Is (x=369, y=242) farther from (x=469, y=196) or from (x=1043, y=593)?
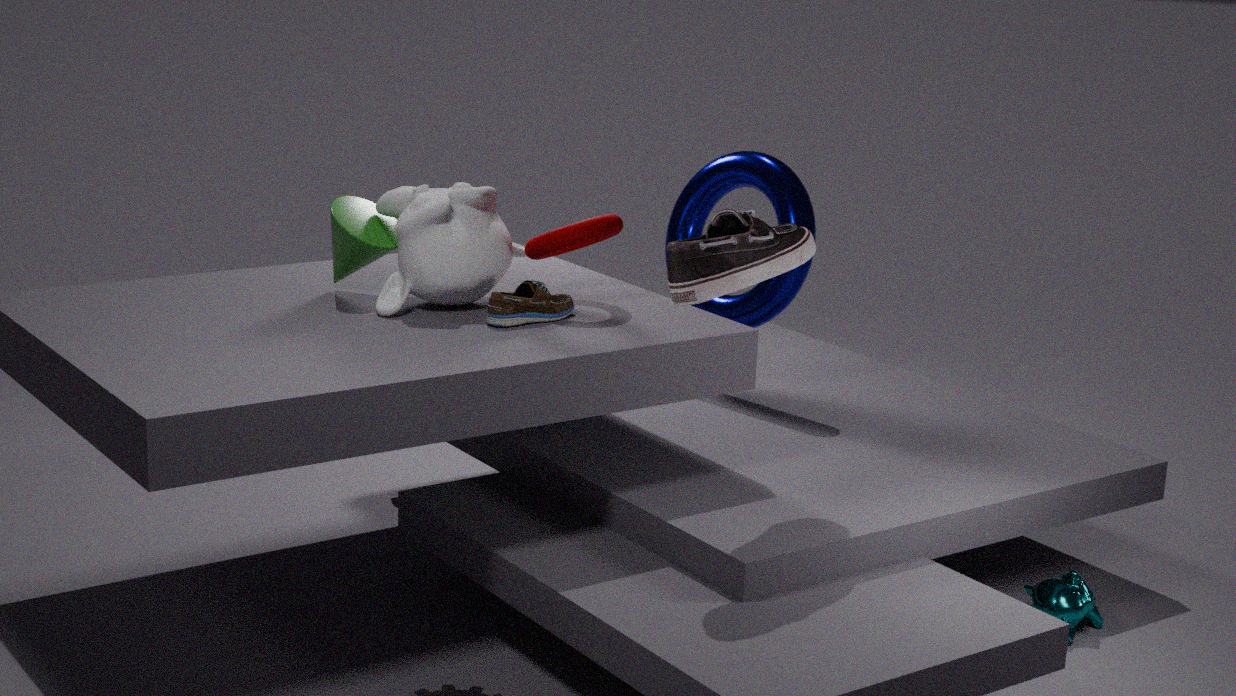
(x=1043, y=593)
